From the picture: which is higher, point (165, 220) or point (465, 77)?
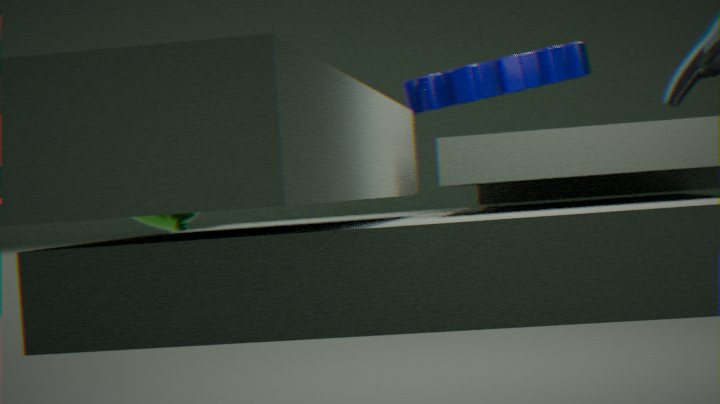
point (465, 77)
